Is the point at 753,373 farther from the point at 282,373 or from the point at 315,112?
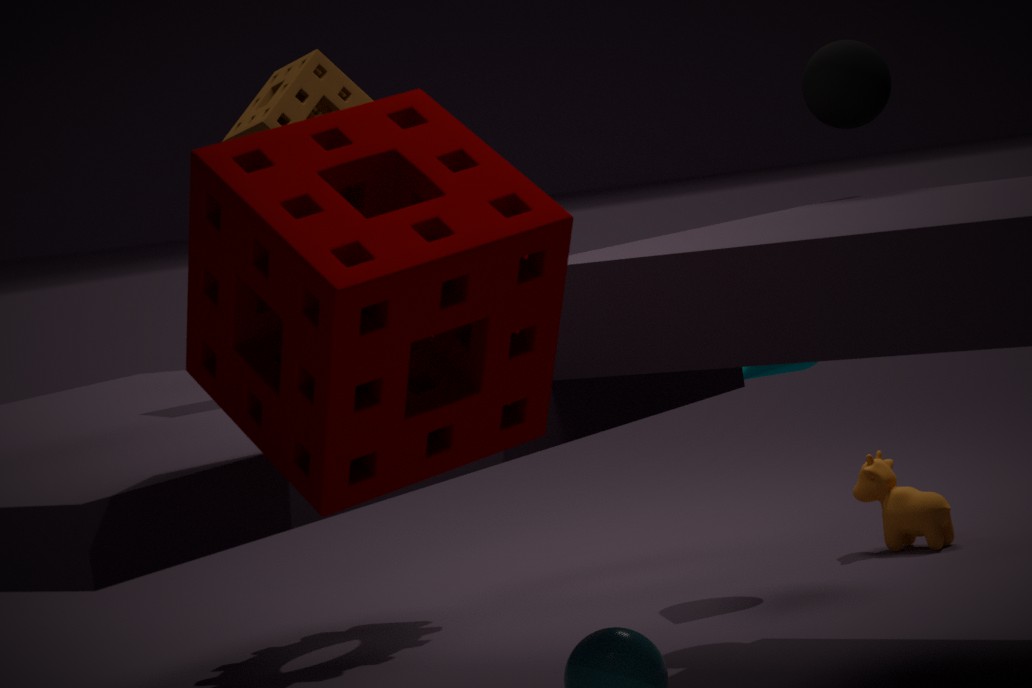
the point at 282,373
